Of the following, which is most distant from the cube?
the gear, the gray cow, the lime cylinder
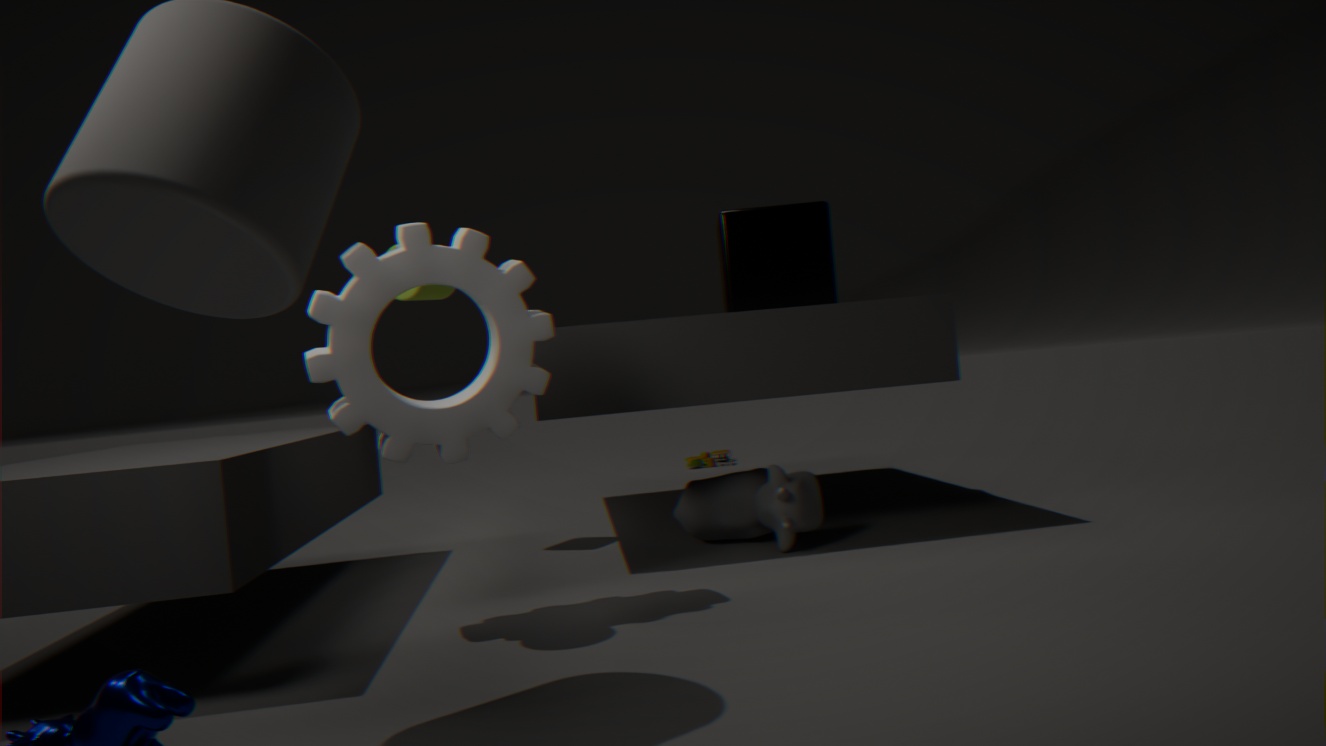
the gear
